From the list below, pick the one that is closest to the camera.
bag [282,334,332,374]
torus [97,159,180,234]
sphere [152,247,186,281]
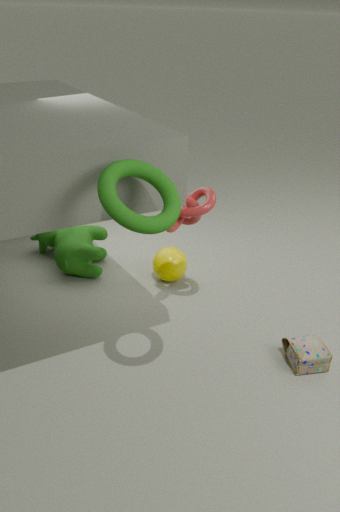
torus [97,159,180,234]
